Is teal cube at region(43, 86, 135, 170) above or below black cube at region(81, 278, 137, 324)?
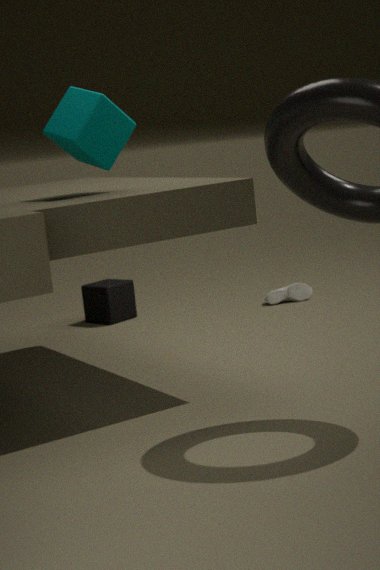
above
